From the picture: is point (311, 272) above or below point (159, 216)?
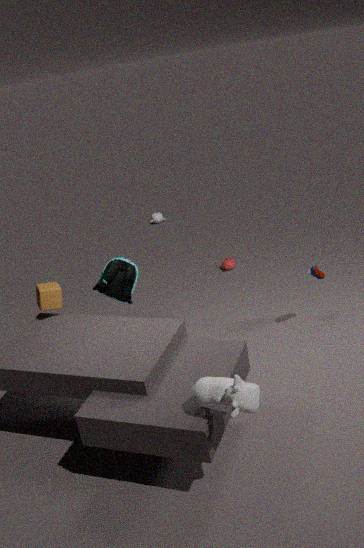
above
